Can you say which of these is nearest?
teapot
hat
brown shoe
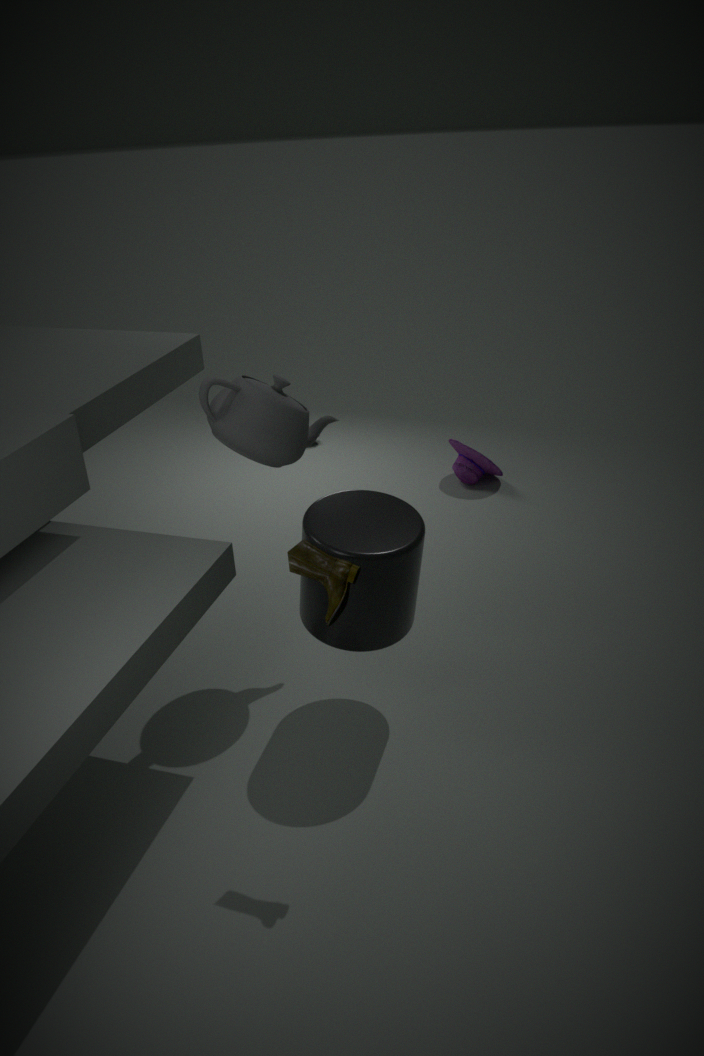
brown shoe
